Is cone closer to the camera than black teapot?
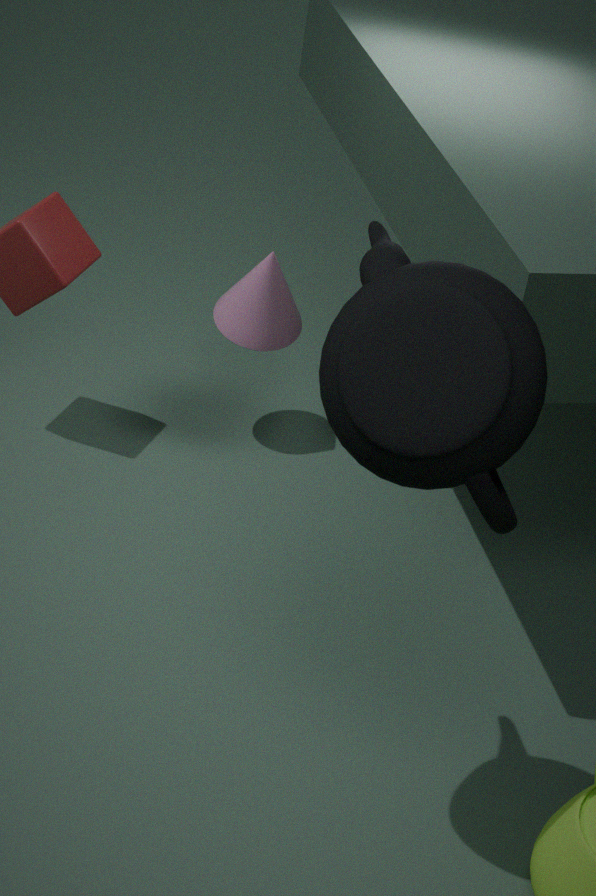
No
